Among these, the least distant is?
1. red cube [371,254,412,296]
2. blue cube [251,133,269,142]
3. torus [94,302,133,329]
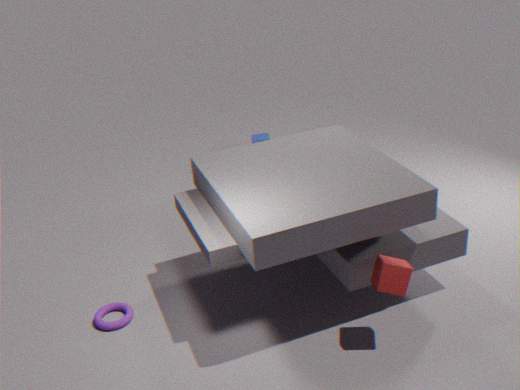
red cube [371,254,412,296]
